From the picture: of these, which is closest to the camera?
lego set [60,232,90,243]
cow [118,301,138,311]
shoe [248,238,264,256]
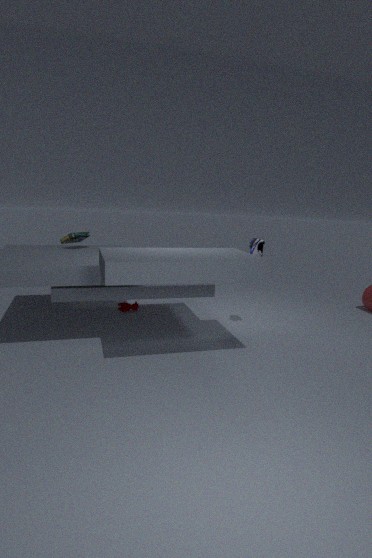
shoe [248,238,264,256]
